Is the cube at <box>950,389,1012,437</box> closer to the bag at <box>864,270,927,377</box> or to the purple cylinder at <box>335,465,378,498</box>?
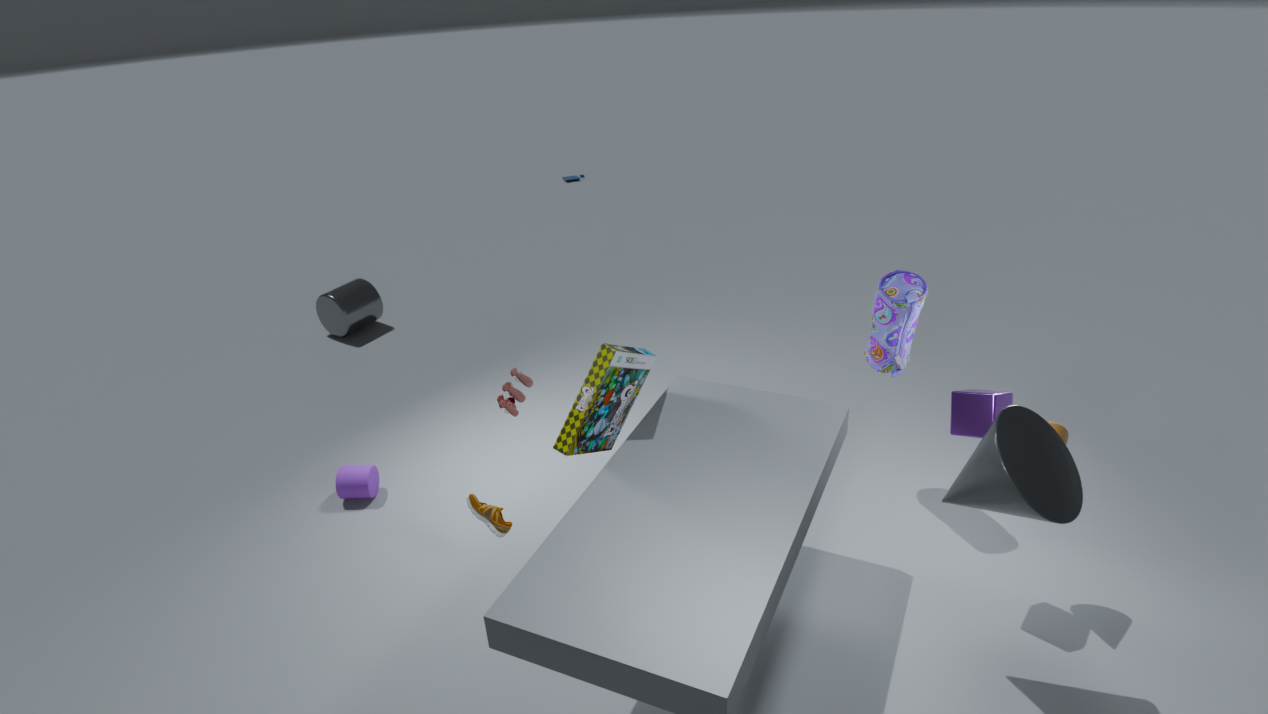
the bag at <box>864,270,927,377</box>
